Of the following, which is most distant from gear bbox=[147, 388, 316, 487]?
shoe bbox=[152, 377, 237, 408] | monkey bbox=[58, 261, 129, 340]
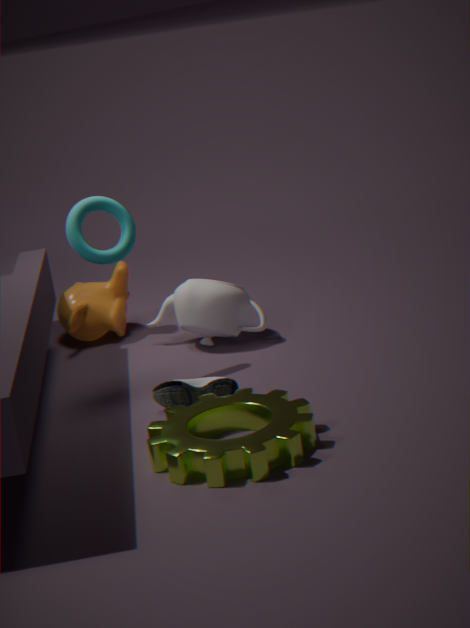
monkey bbox=[58, 261, 129, 340]
